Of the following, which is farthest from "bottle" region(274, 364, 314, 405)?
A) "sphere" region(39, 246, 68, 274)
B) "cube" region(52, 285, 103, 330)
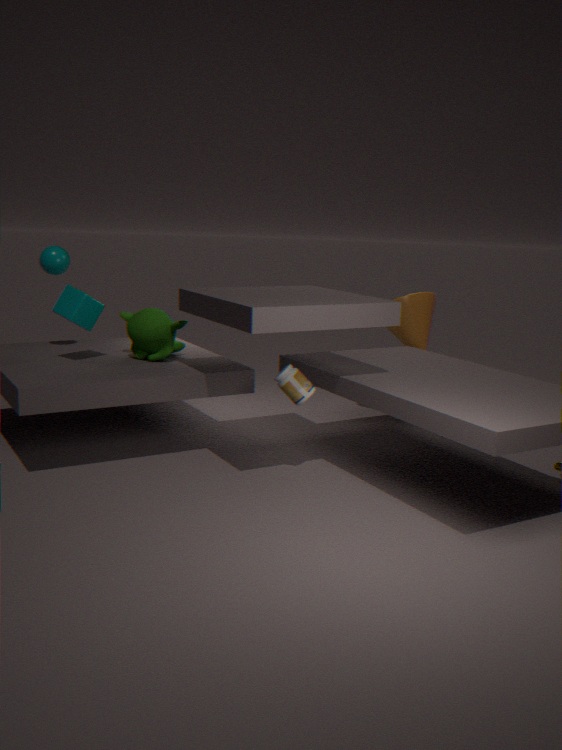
"sphere" region(39, 246, 68, 274)
